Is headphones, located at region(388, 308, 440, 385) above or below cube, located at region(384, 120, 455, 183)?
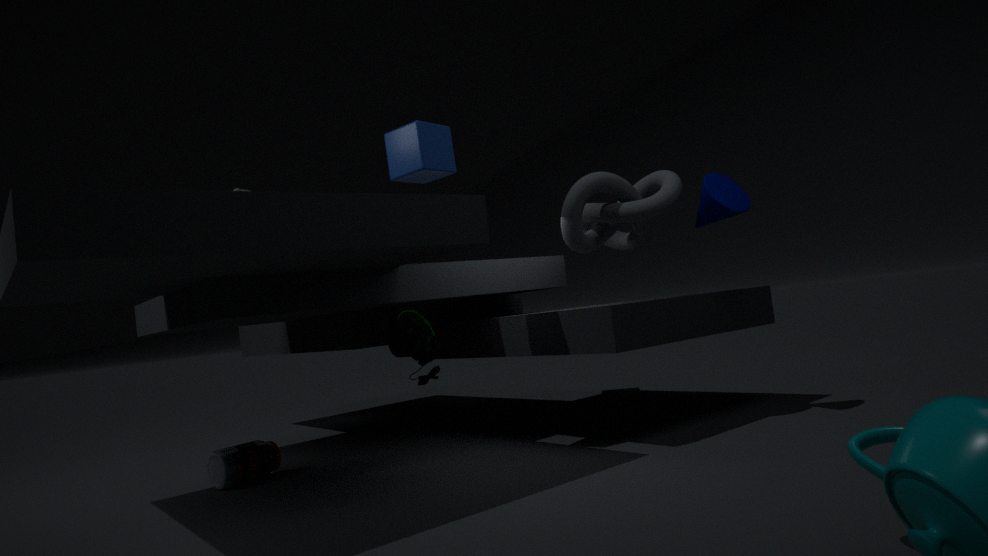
below
